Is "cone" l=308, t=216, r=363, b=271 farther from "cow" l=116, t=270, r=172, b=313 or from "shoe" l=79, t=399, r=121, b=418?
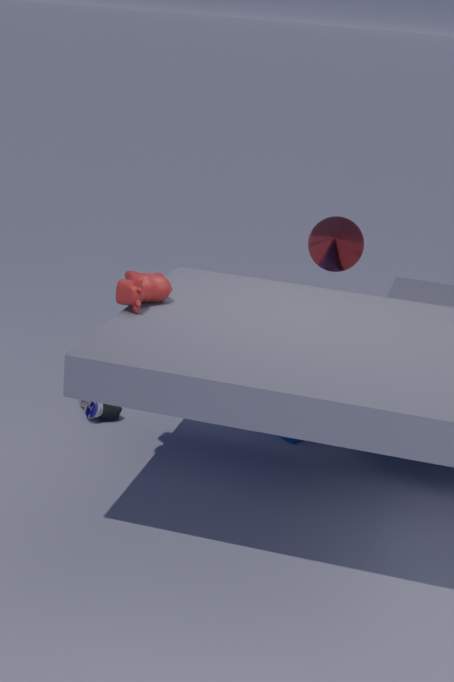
"shoe" l=79, t=399, r=121, b=418
